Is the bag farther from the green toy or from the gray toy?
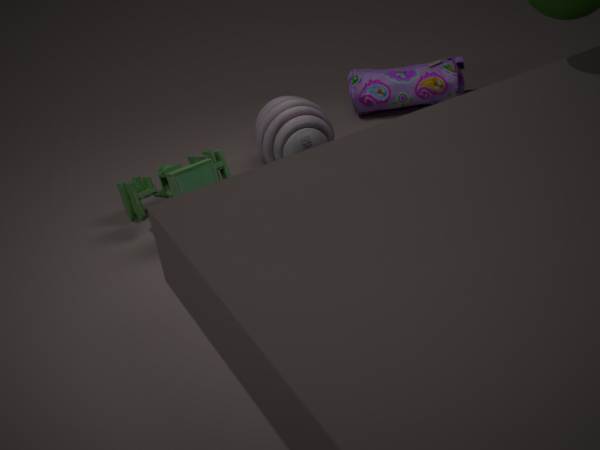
the green toy
